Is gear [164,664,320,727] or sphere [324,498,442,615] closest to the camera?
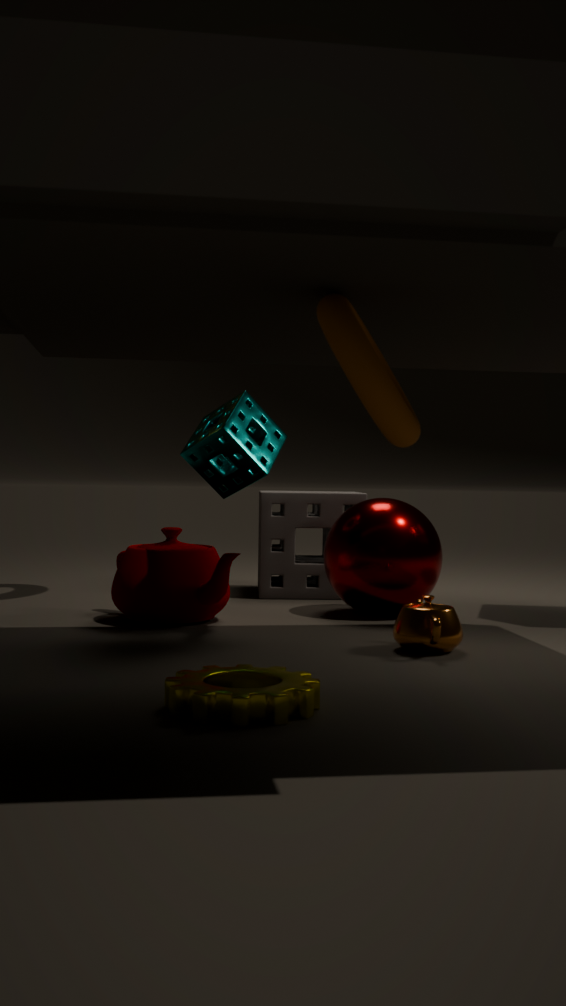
gear [164,664,320,727]
